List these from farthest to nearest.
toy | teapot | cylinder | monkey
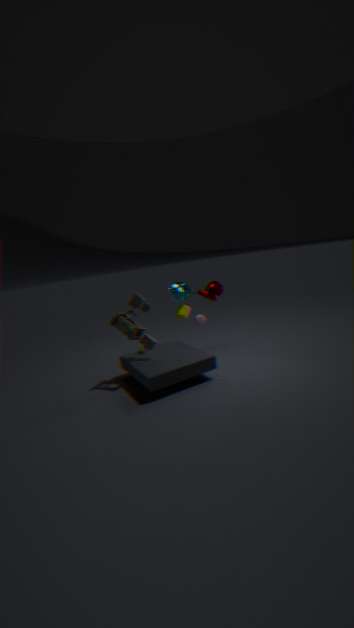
cylinder < teapot < monkey < toy
